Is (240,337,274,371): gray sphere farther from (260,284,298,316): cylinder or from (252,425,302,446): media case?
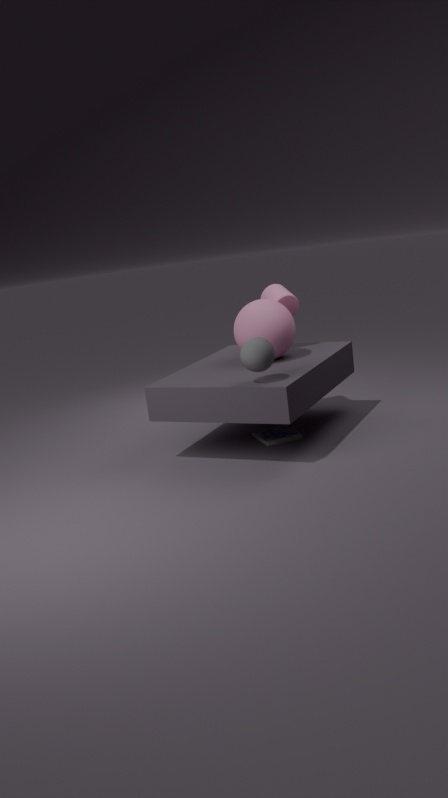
(260,284,298,316): cylinder
